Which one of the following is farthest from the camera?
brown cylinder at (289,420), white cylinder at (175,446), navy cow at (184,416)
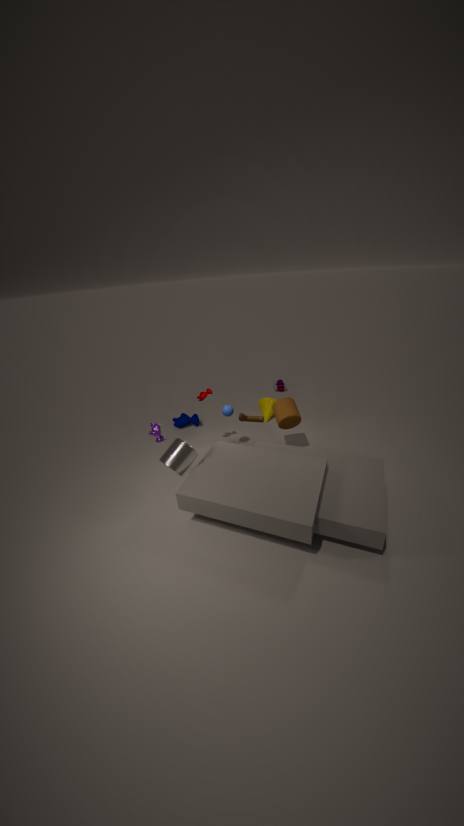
navy cow at (184,416)
